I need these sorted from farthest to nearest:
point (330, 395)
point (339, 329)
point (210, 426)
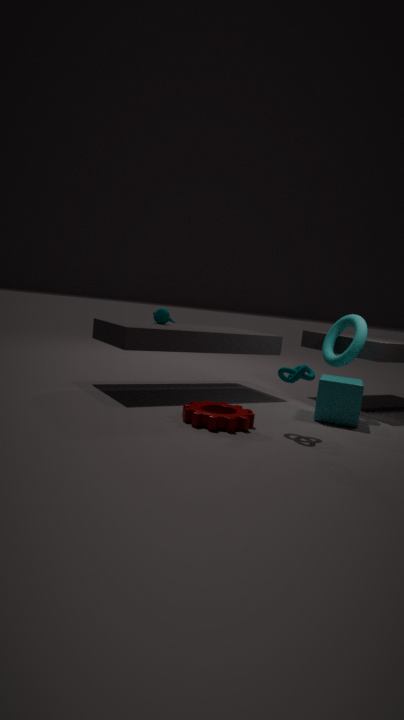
point (339, 329)
point (330, 395)
point (210, 426)
